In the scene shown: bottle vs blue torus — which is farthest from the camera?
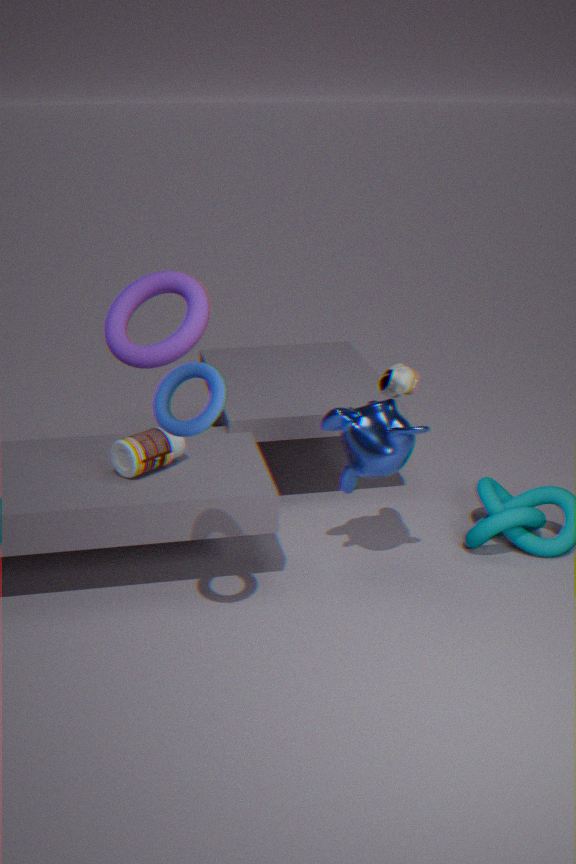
bottle
